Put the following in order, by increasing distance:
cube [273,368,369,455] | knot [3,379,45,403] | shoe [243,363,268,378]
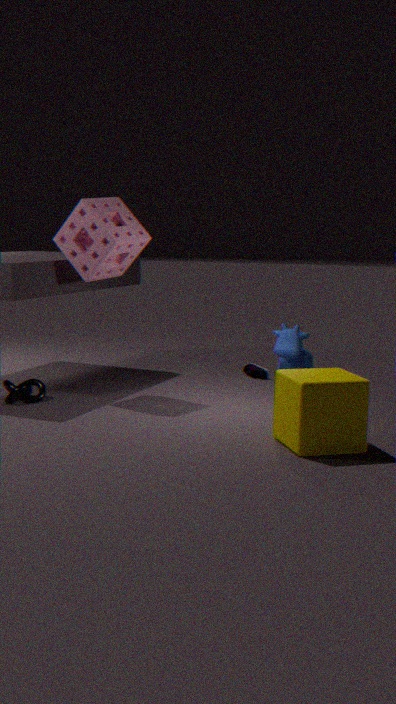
cube [273,368,369,455] < knot [3,379,45,403] < shoe [243,363,268,378]
